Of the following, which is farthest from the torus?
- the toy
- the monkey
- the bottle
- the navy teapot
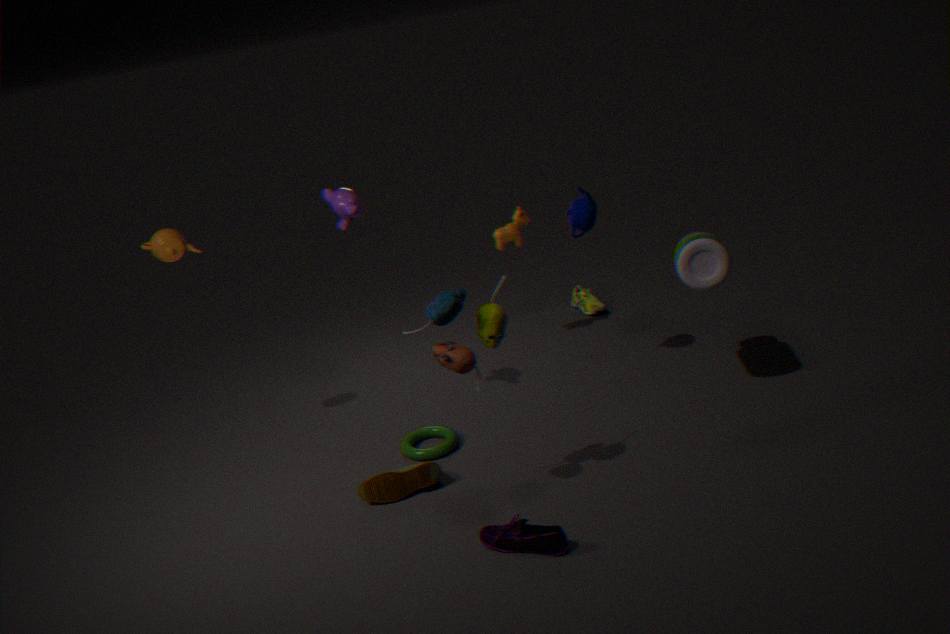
the bottle
